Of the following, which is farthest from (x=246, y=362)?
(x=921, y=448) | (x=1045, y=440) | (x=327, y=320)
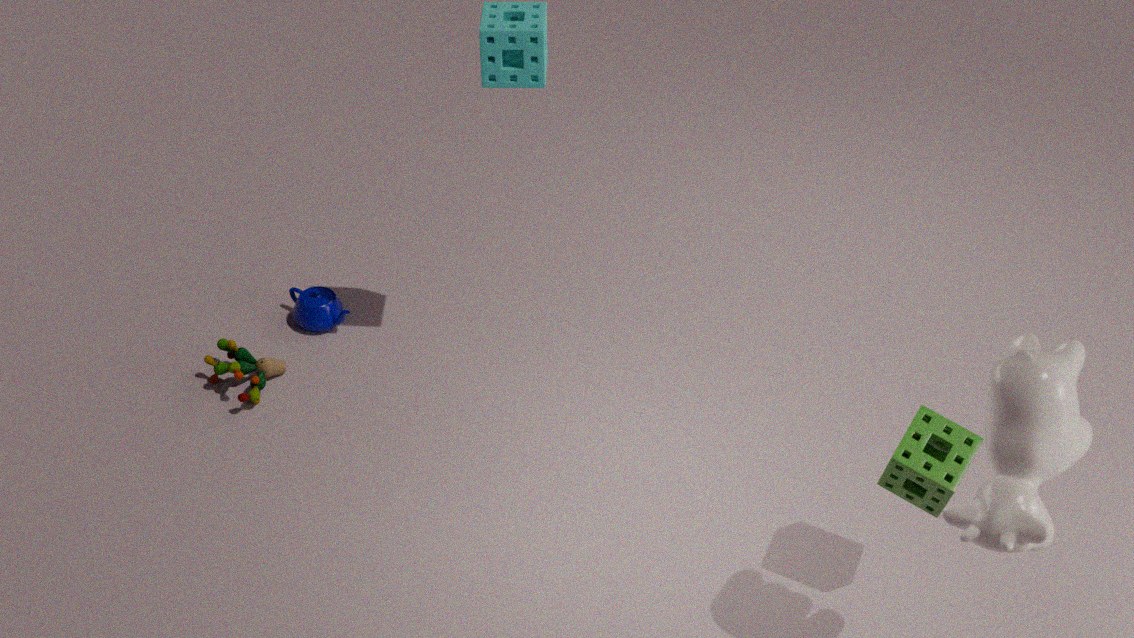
(x=1045, y=440)
